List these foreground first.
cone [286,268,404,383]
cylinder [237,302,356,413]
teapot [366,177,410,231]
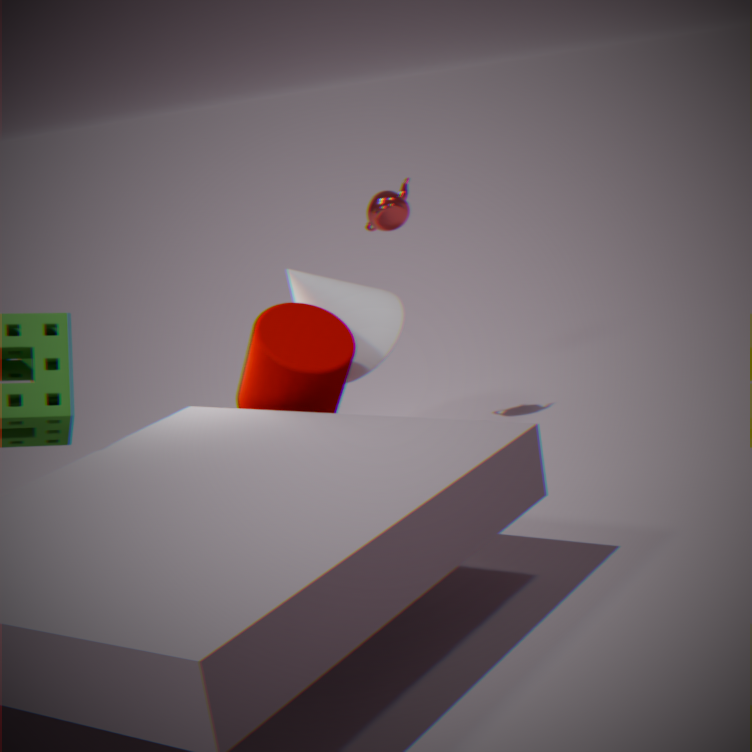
cylinder [237,302,356,413]
cone [286,268,404,383]
teapot [366,177,410,231]
